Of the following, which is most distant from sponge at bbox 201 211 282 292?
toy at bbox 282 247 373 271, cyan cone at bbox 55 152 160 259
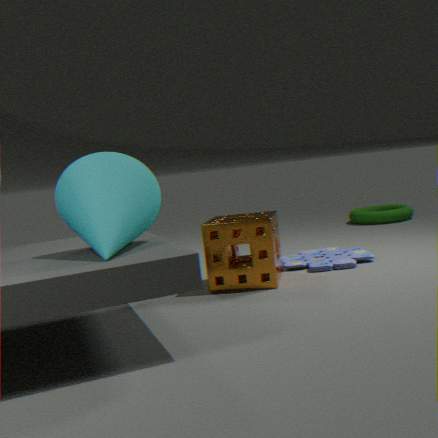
cyan cone at bbox 55 152 160 259
